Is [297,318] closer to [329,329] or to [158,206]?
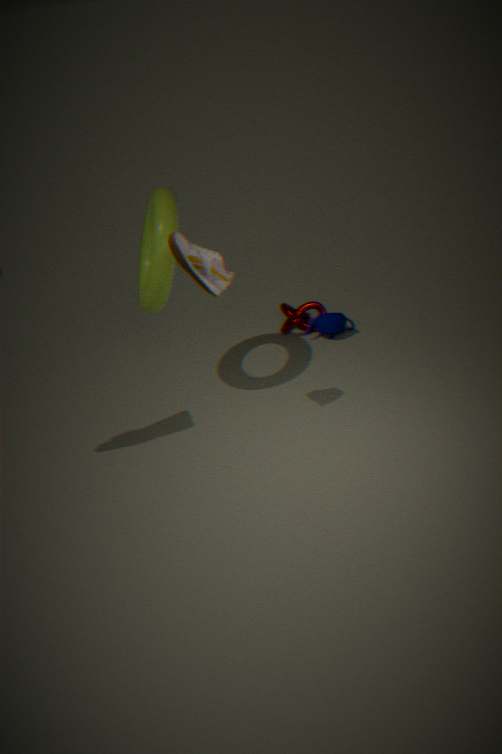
[329,329]
